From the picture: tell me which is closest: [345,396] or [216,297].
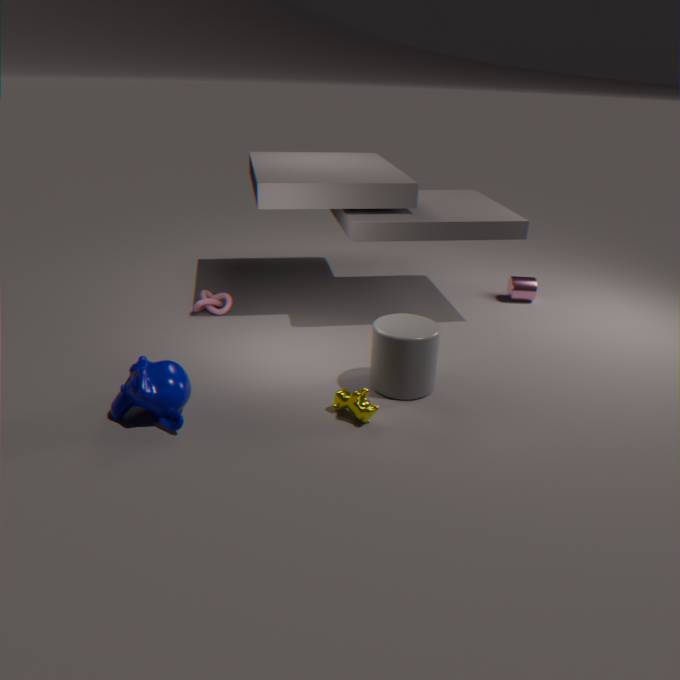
[345,396]
